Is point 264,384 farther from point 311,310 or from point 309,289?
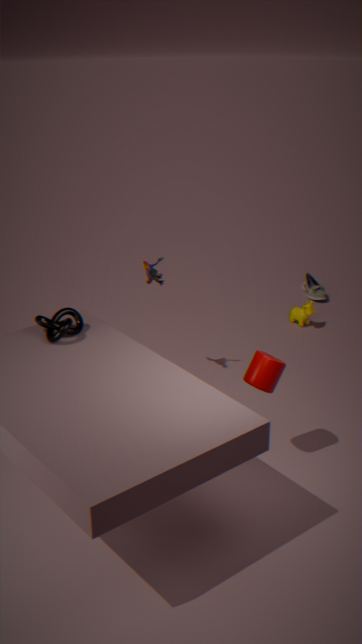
point 309,289
